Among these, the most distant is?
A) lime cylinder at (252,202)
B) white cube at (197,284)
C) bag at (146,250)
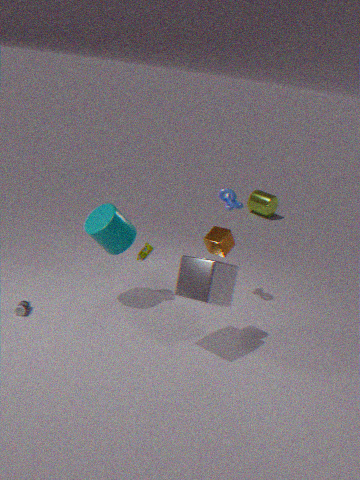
lime cylinder at (252,202)
